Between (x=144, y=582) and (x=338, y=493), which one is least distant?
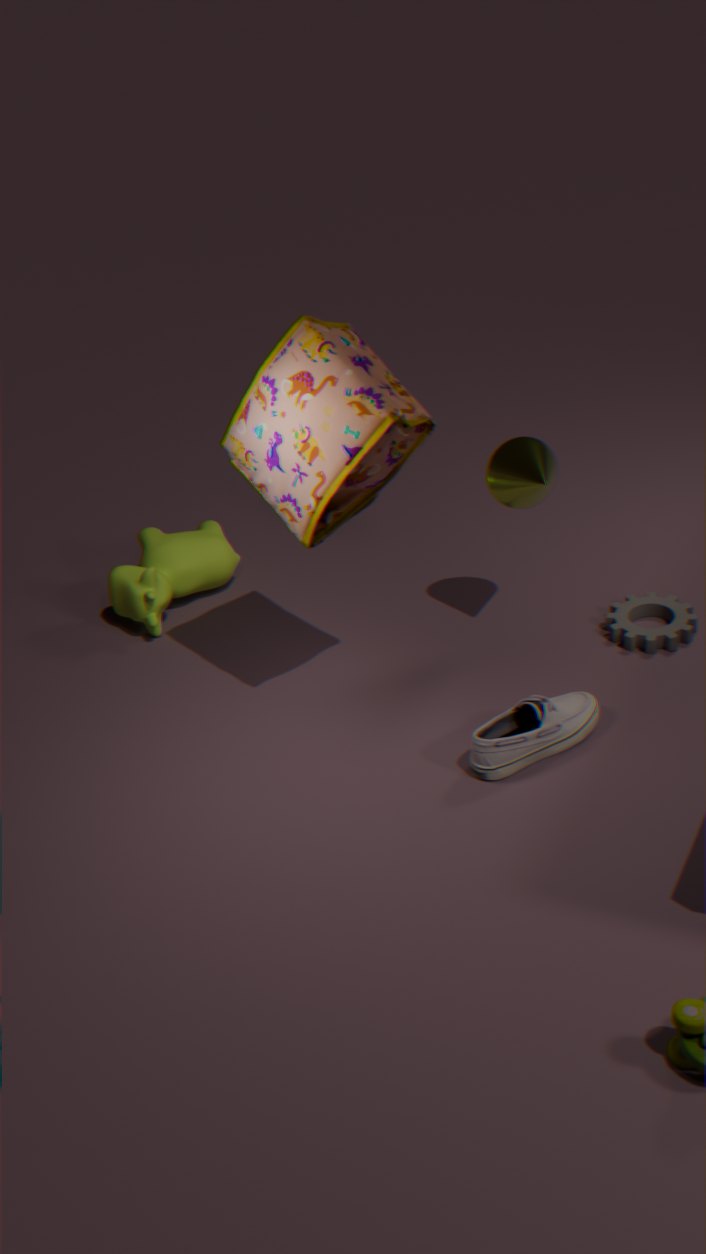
(x=338, y=493)
